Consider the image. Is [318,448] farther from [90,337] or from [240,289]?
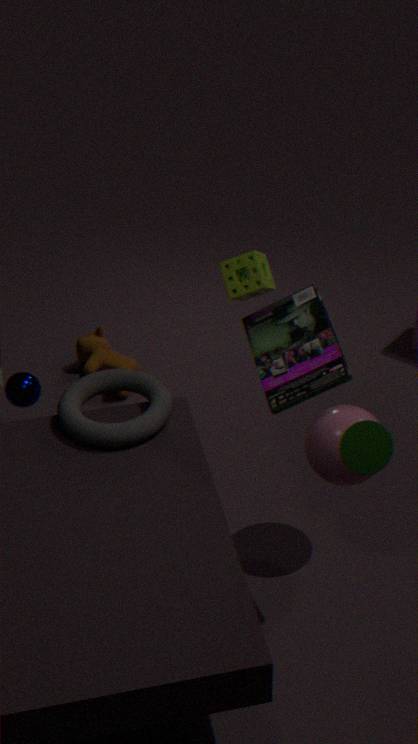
[90,337]
